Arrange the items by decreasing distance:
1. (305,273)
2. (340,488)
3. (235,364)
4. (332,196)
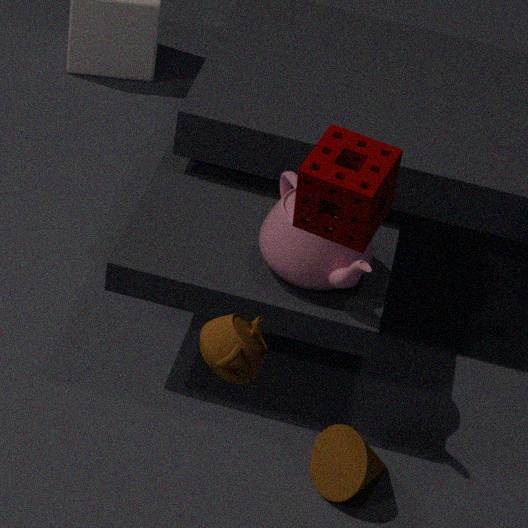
(305,273) < (340,488) < (235,364) < (332,196)
